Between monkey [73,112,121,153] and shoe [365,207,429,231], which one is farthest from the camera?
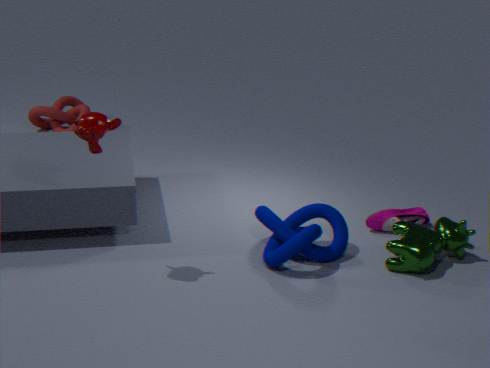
shoe [365,207,429,231]
